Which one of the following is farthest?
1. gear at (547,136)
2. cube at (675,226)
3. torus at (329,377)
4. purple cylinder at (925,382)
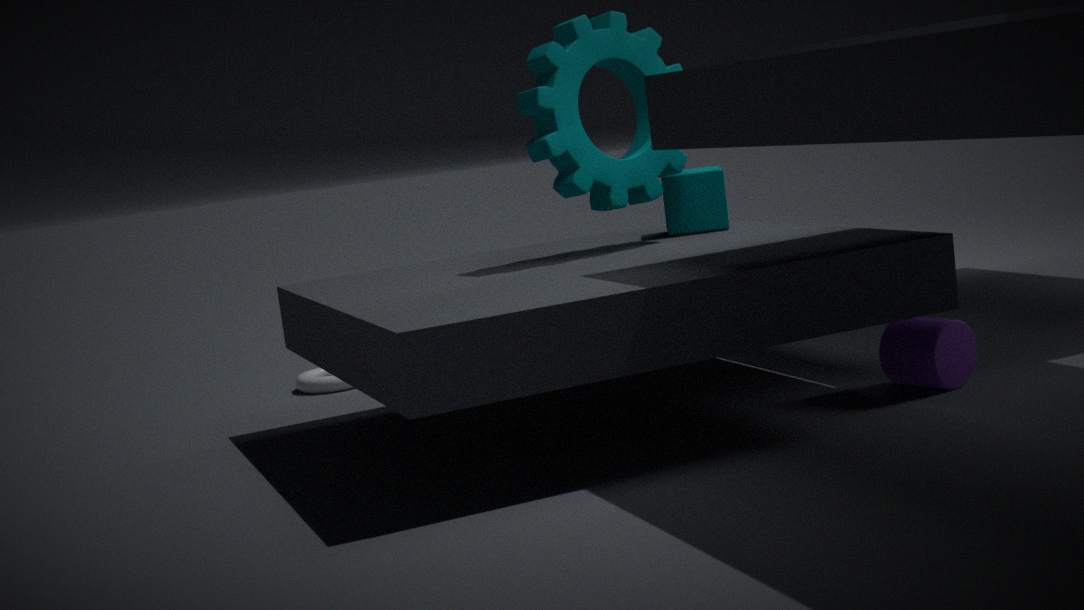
torus at (329,377)
